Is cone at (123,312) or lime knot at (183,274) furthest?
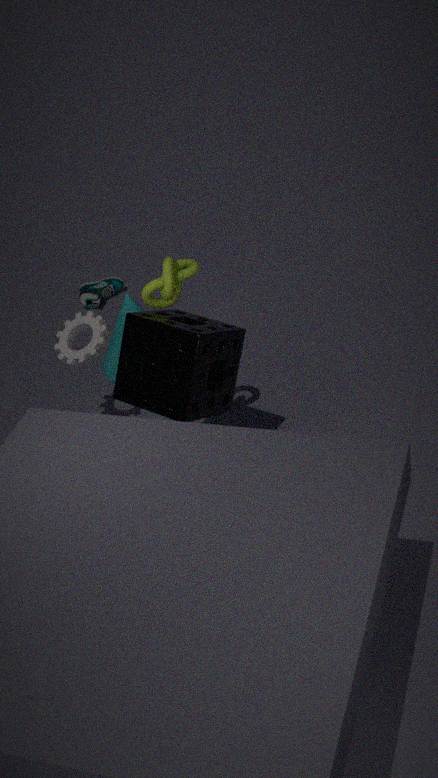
cone at (123,312)
